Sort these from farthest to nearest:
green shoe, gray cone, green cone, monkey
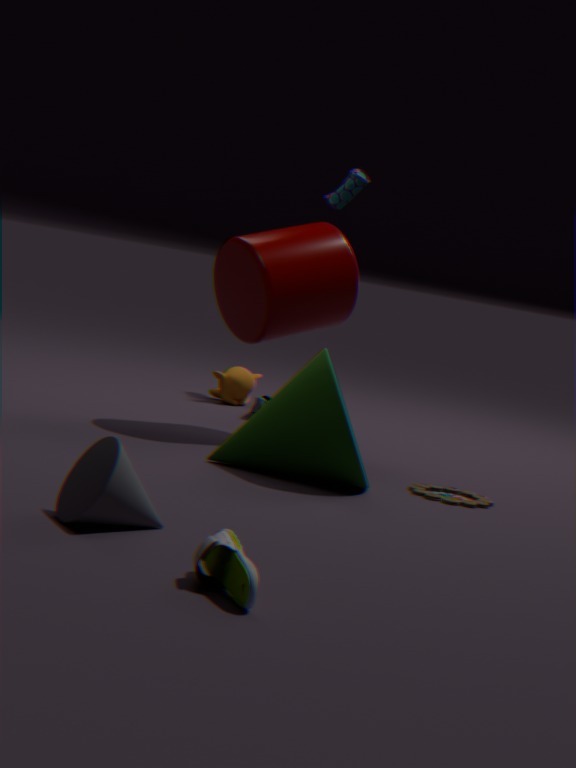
monkey < green cone < gray cone < green shoe
